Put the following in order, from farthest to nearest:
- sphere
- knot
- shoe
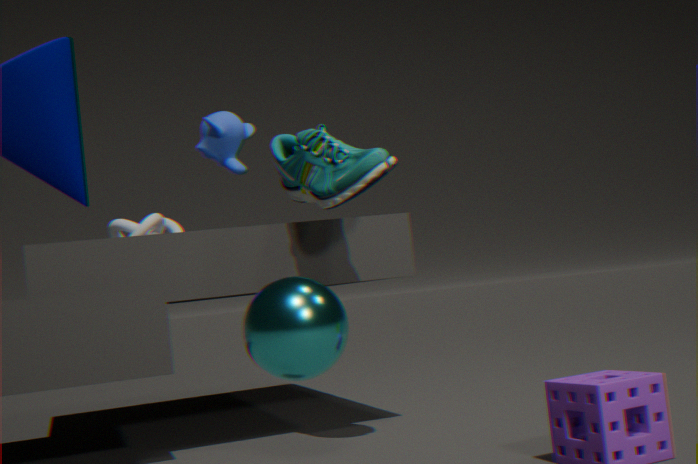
knot < shoe < sphere
